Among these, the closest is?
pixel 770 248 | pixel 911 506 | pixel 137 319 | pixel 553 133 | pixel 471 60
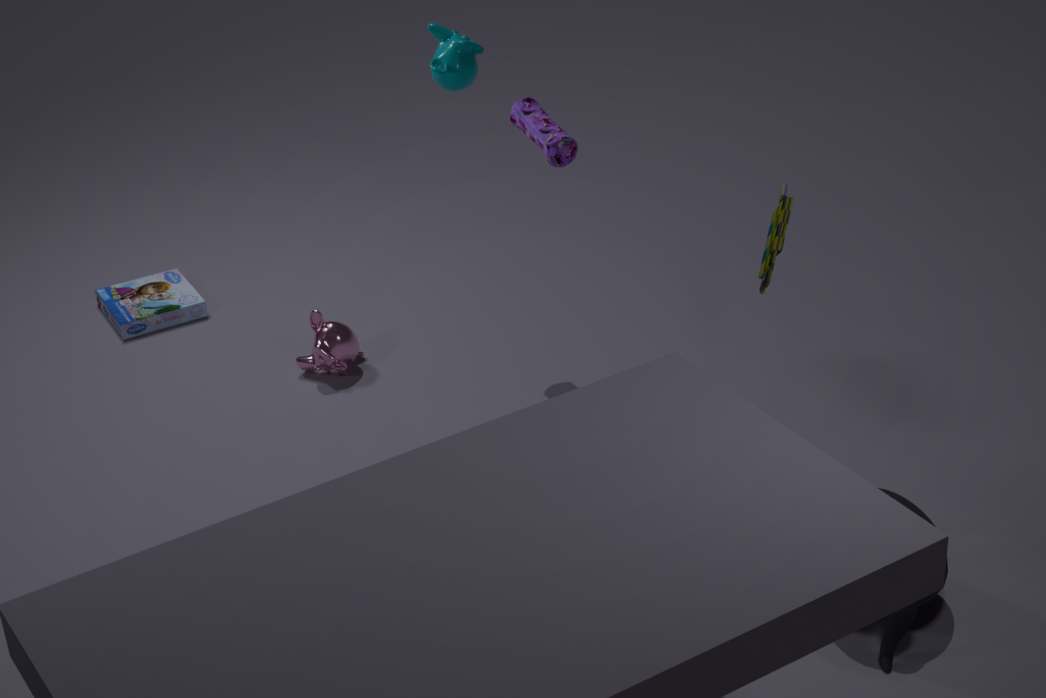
pixel 911 506
